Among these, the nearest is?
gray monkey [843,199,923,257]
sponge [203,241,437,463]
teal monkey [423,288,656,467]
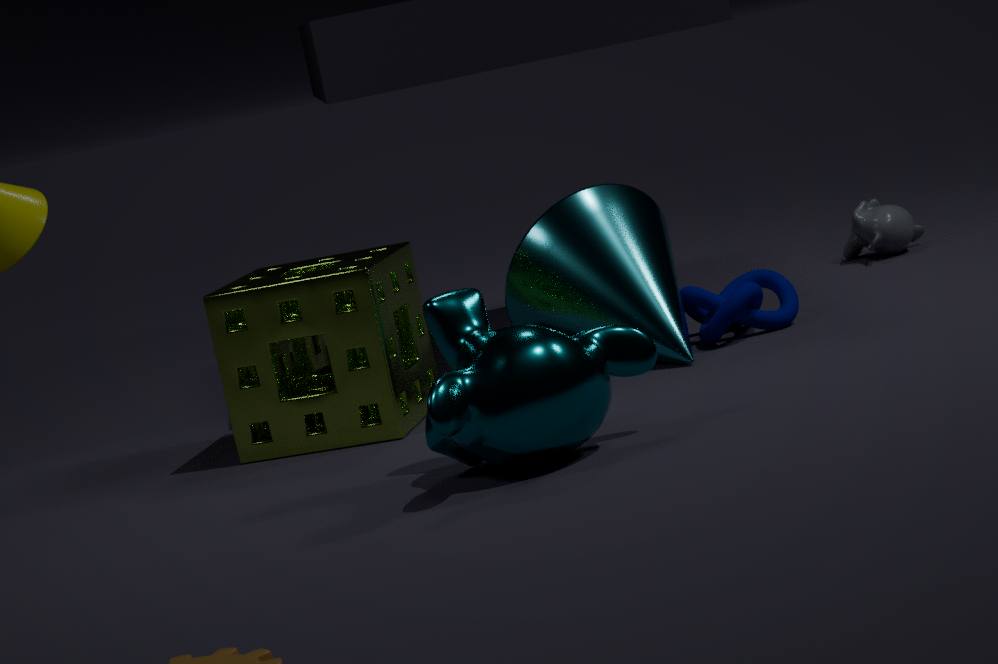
teal monkey [423,288,656,467]
